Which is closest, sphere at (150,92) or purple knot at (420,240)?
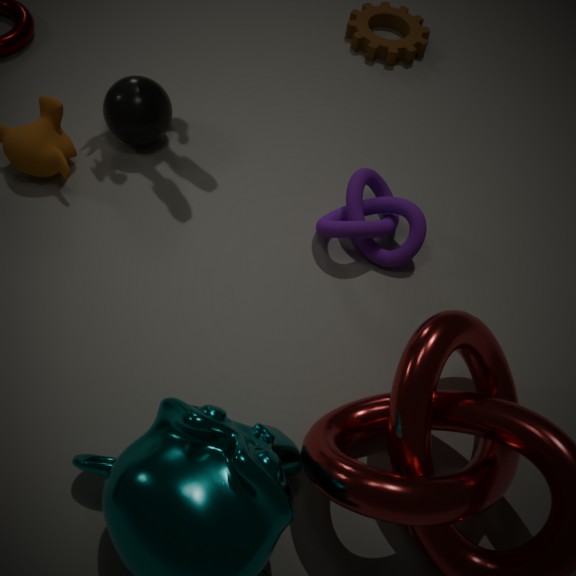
purple knot at (420,240)
